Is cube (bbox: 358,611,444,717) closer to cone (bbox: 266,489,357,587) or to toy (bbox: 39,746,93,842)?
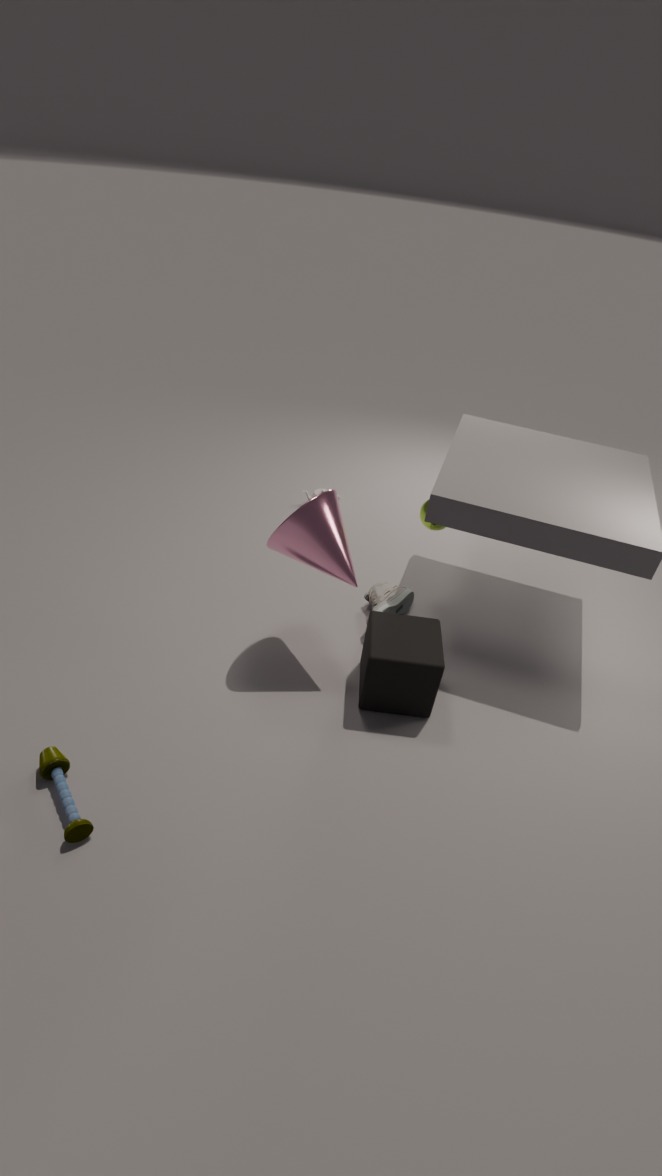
cone (bbox: 266,489,357,587)
